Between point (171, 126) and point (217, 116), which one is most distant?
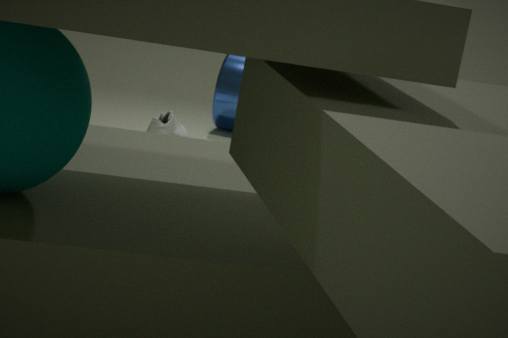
point (217, 116)
